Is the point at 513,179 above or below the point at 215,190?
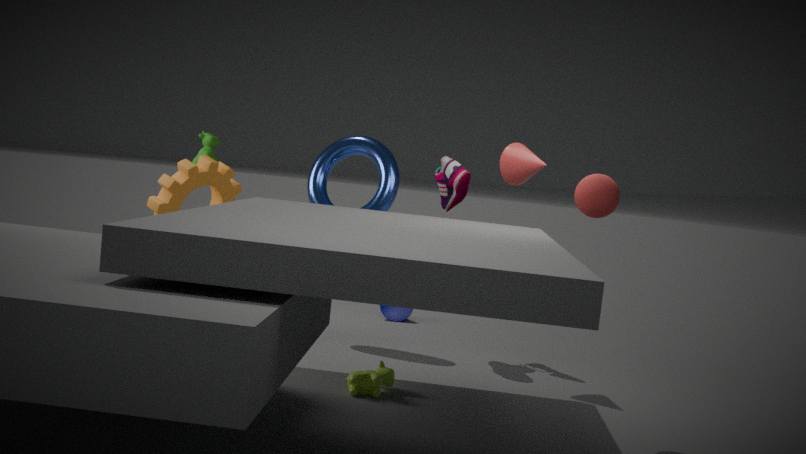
above
